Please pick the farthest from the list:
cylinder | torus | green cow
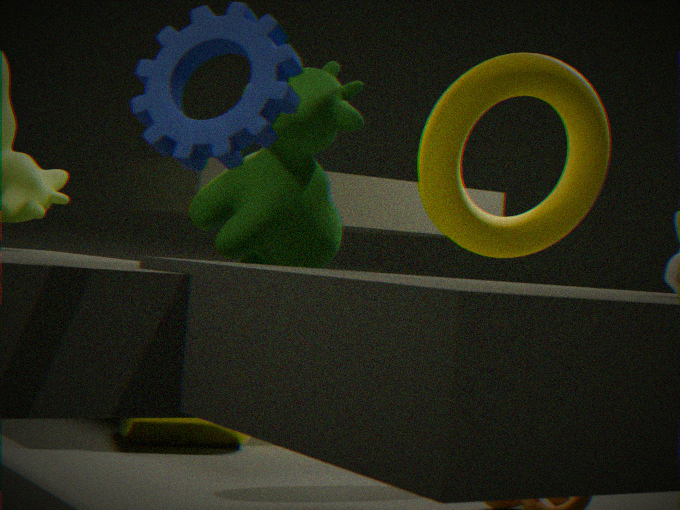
cylinder
